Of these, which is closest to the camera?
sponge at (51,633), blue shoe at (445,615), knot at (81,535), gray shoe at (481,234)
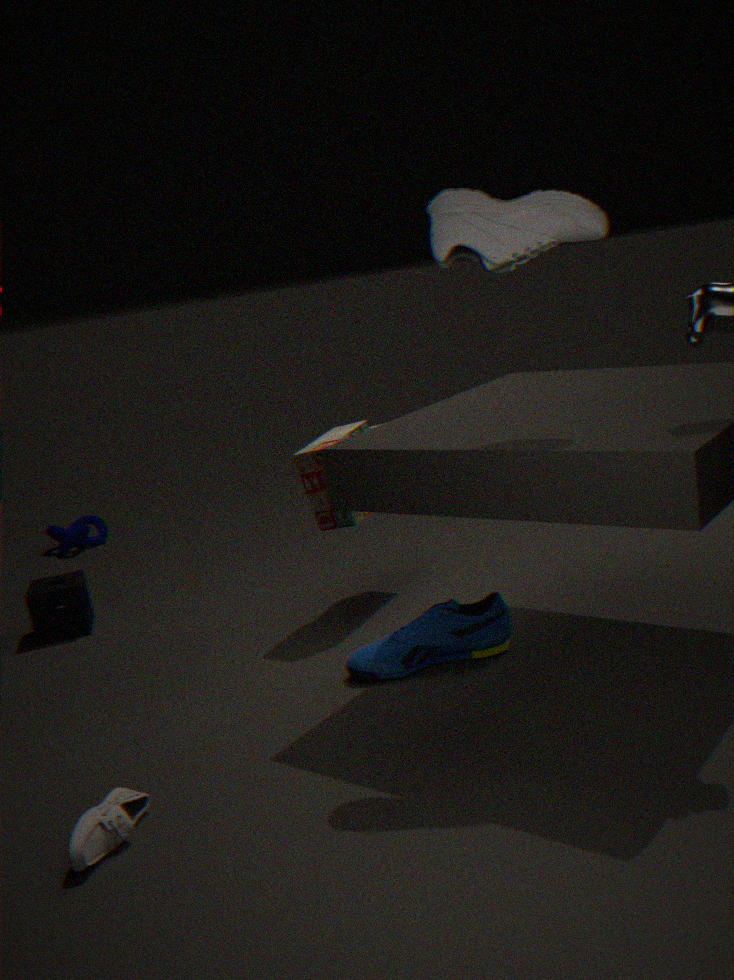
gray shoe at (481,234)
